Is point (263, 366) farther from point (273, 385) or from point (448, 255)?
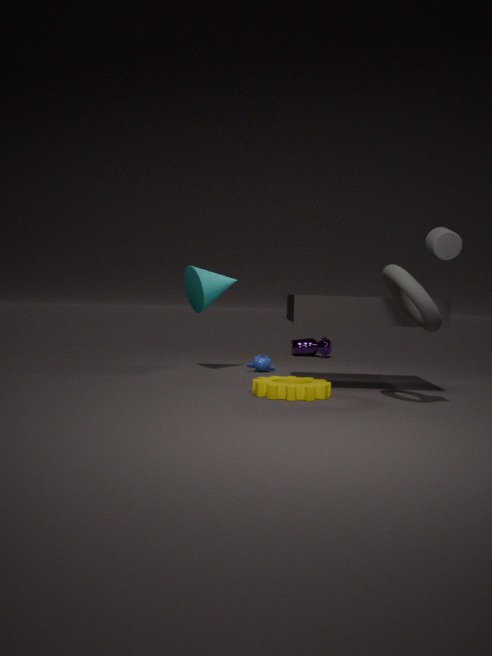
point (448, 255)
